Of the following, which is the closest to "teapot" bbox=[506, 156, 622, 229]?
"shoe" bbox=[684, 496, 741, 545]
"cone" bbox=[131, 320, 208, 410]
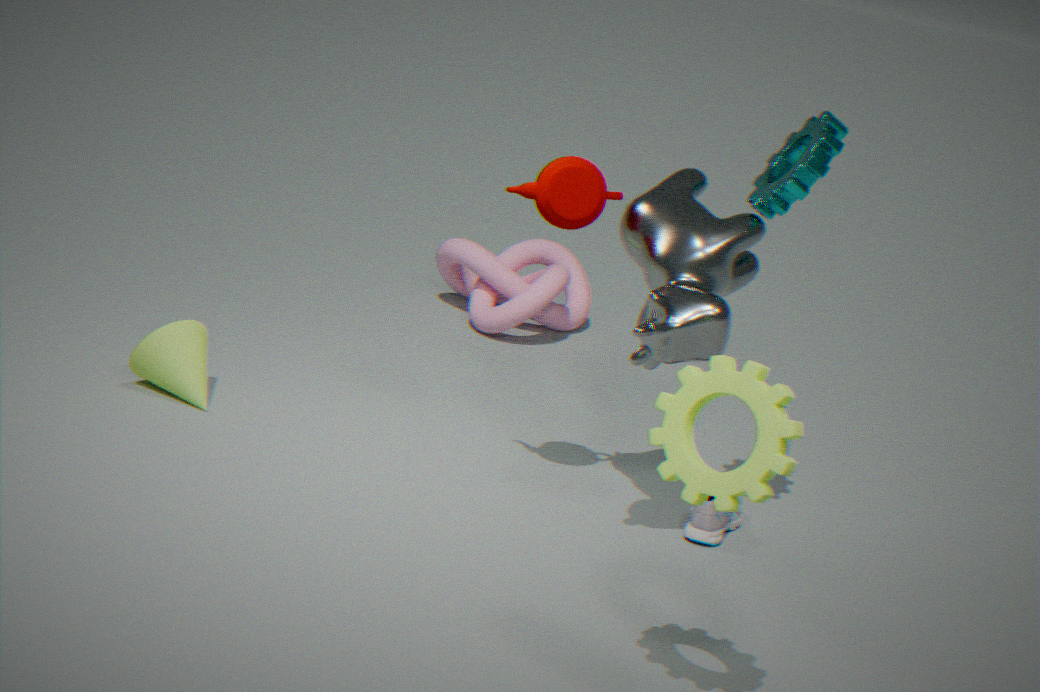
"shoe" bbox=[684, 496, 741, 545]
